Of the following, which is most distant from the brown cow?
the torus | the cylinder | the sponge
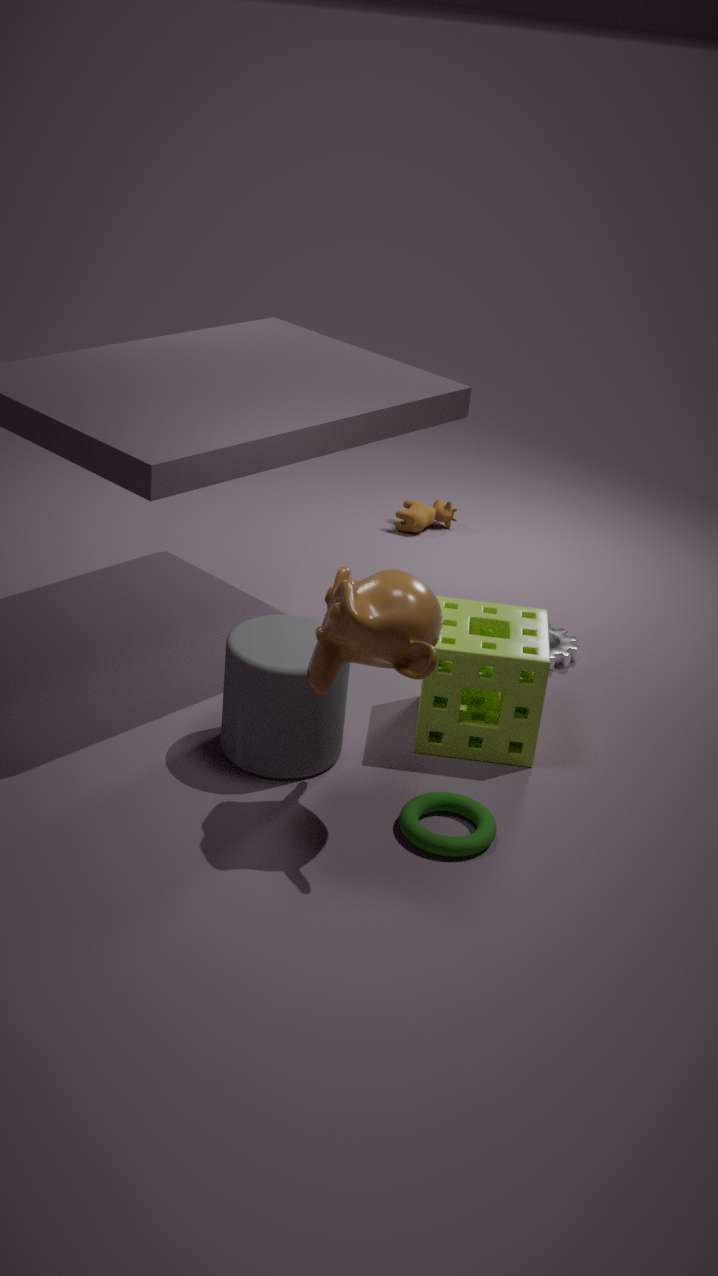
the torus
